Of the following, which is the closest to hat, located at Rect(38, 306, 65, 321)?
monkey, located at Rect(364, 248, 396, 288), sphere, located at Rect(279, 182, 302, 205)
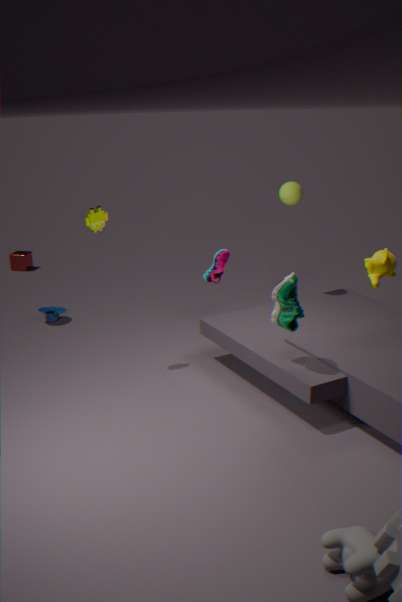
sphere, located at Rect(279, 182, 302, 205)
